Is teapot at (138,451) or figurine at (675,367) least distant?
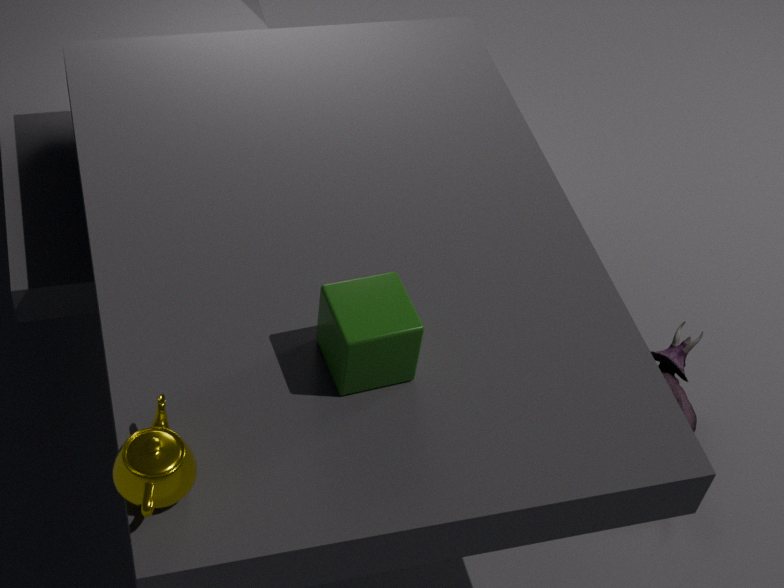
teapot at (138,451)
